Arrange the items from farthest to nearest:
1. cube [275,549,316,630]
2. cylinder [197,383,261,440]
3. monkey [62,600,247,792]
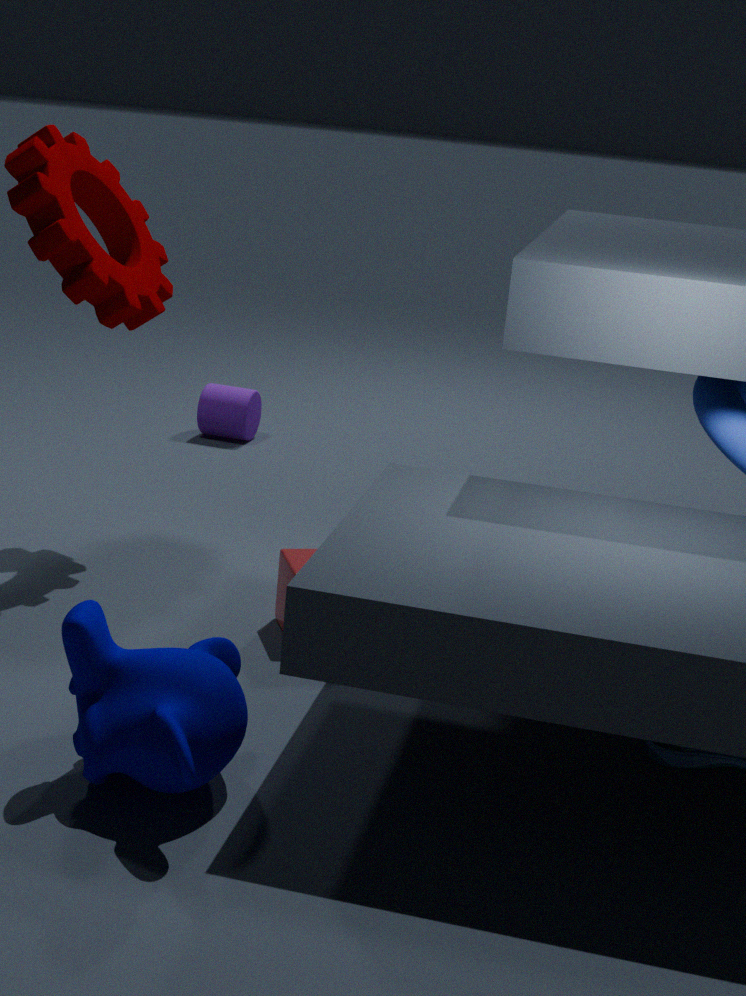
cylinder [197,383,261,440] → cube [275,549,316,630] → monkey [62,600,247,792]
